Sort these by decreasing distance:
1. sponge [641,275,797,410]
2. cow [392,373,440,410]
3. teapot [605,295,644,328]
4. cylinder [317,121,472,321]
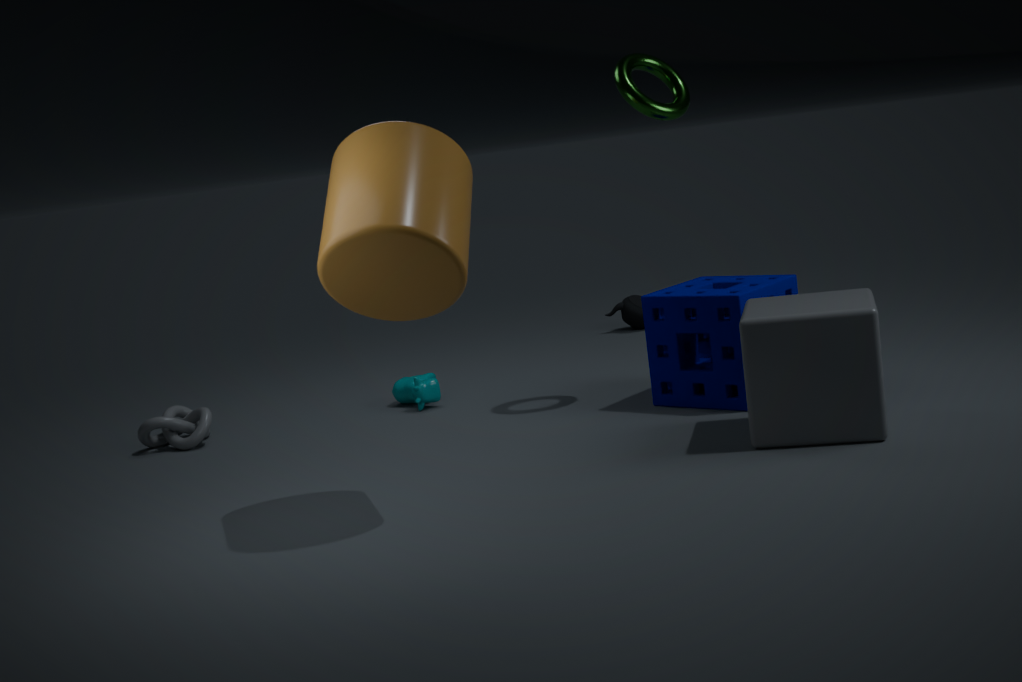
1. teapot [605,295,644,328]
2. cow [392,373,440,410]
3. sponge [641,275,797,410]
4. cylinder [317,121,472,321]
